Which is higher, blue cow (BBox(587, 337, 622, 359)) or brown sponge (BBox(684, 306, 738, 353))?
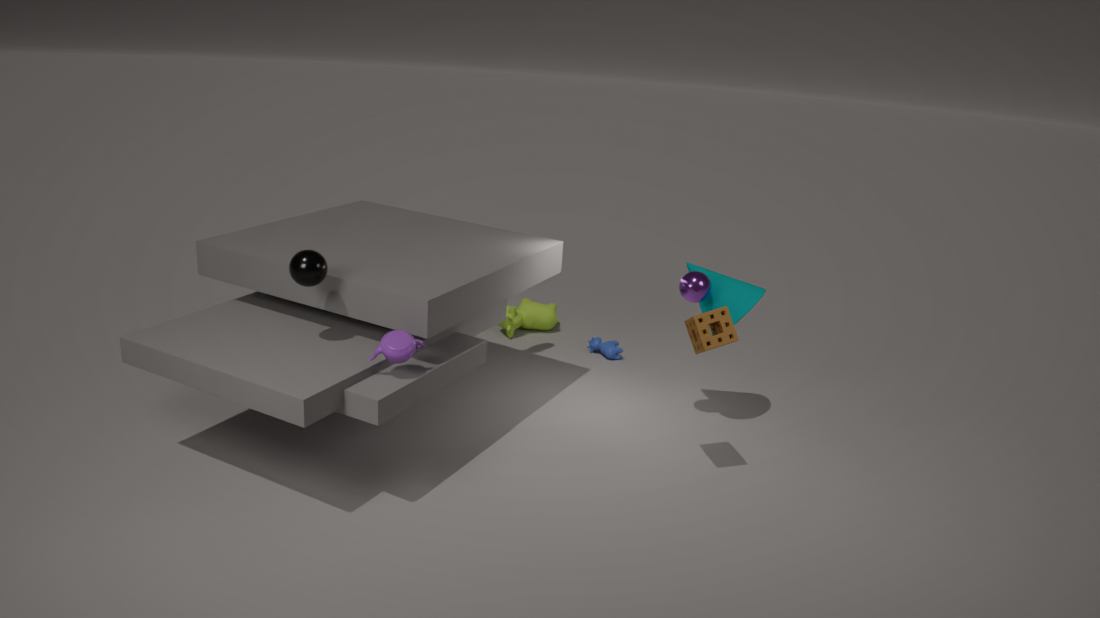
brown sponge (BBox(684, 306, 738, 353))
